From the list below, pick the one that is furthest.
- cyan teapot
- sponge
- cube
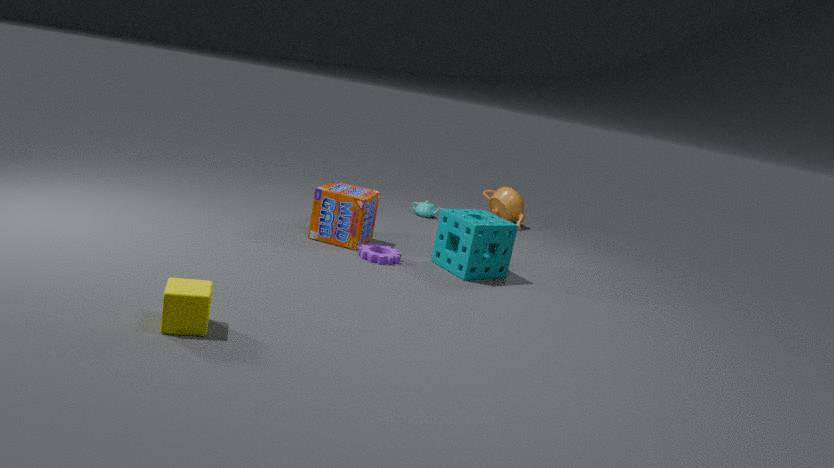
cyan teapot
